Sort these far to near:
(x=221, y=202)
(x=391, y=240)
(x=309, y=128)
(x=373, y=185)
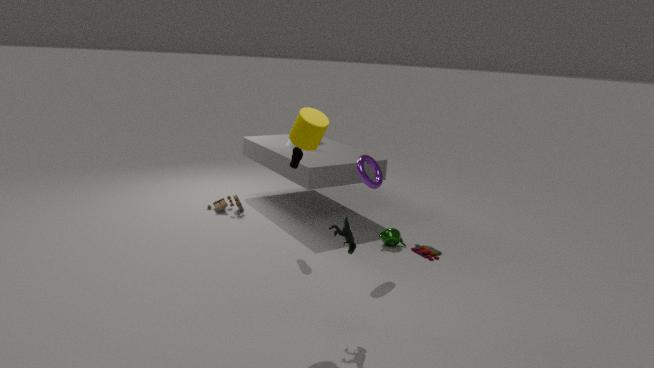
(x=221, y=202)
(x=391, y=240)
(x=373, y=185)
(x=309, y=128)
